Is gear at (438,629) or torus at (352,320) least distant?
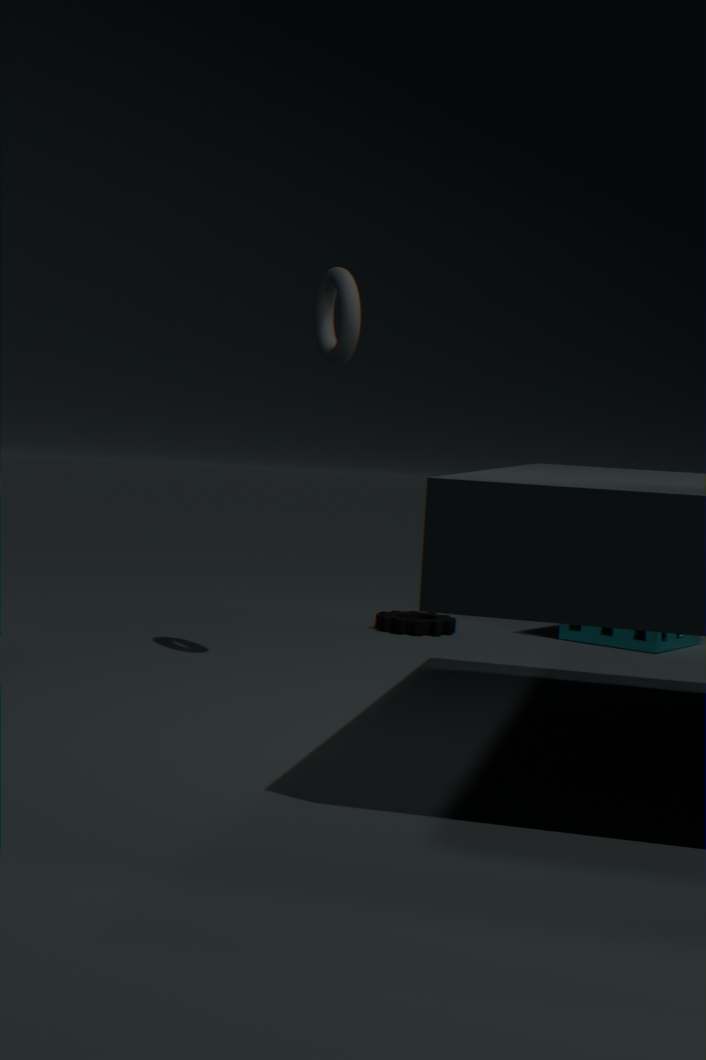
torus at (352,320)
